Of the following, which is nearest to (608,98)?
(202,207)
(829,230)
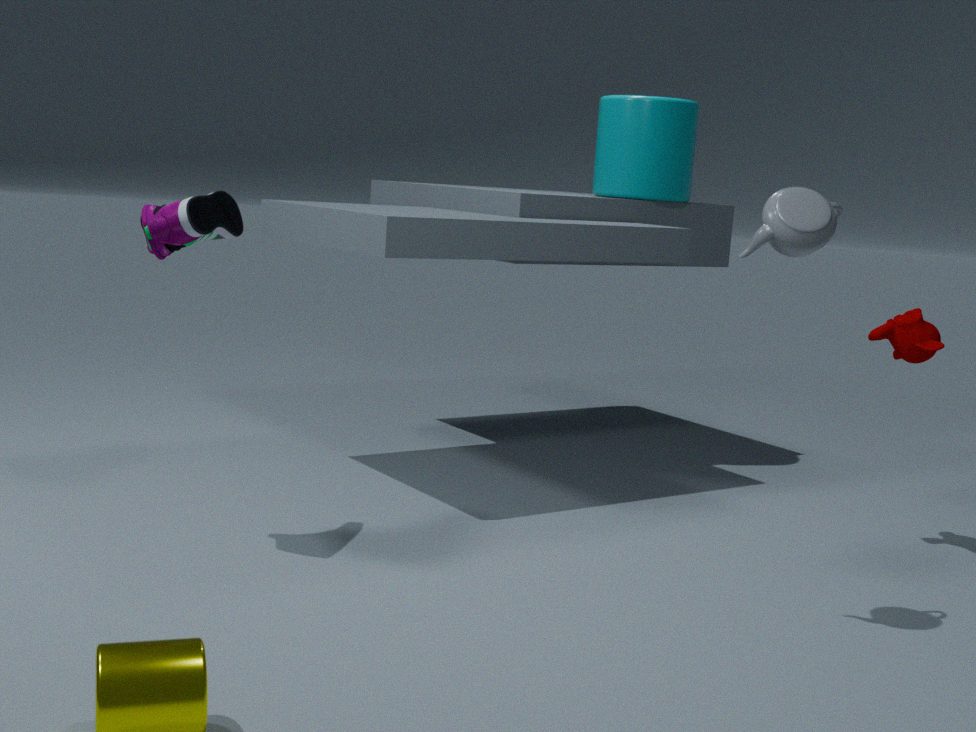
(829,230)
